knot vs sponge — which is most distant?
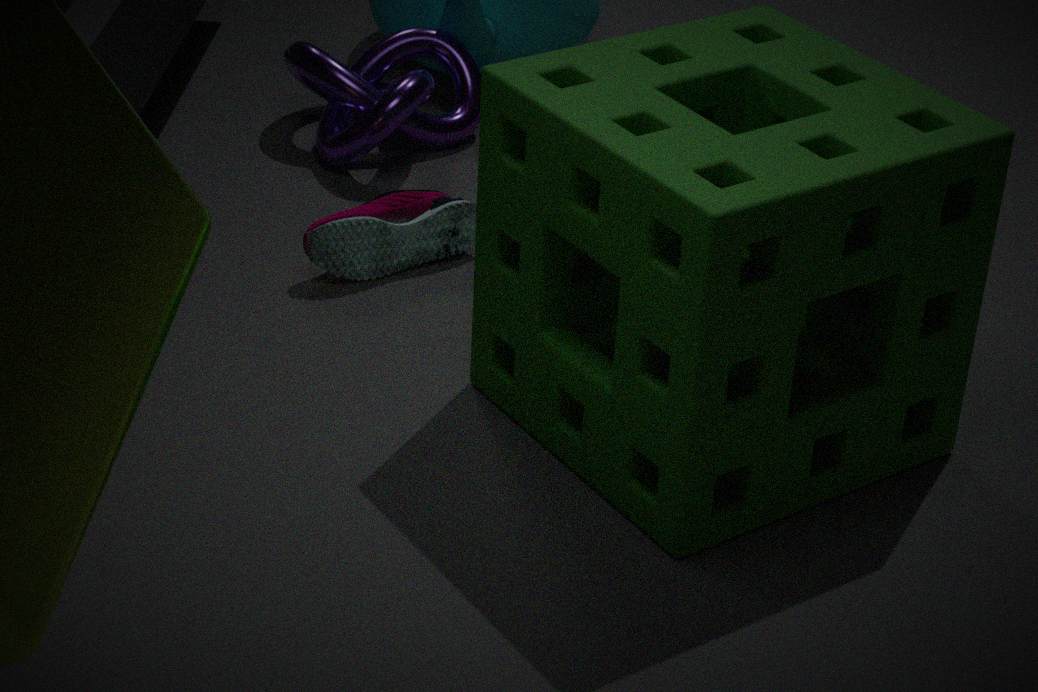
knot
